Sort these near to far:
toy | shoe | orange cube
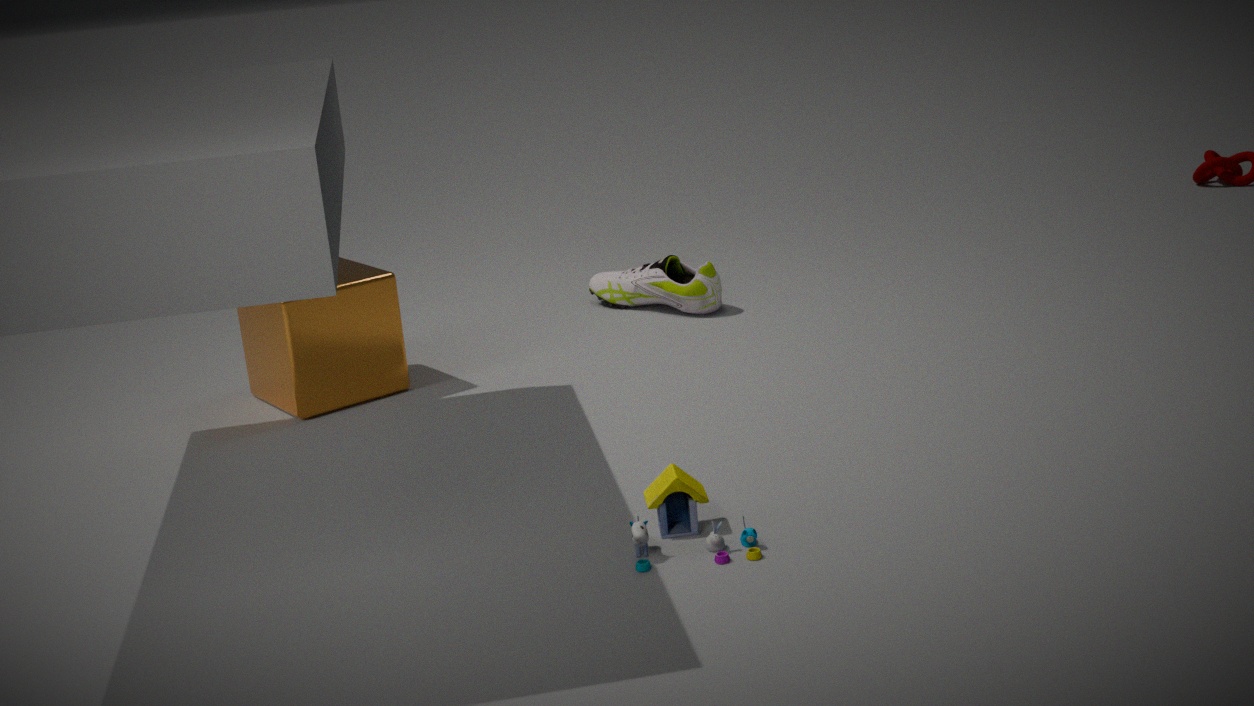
toy < orange cube < shoe
